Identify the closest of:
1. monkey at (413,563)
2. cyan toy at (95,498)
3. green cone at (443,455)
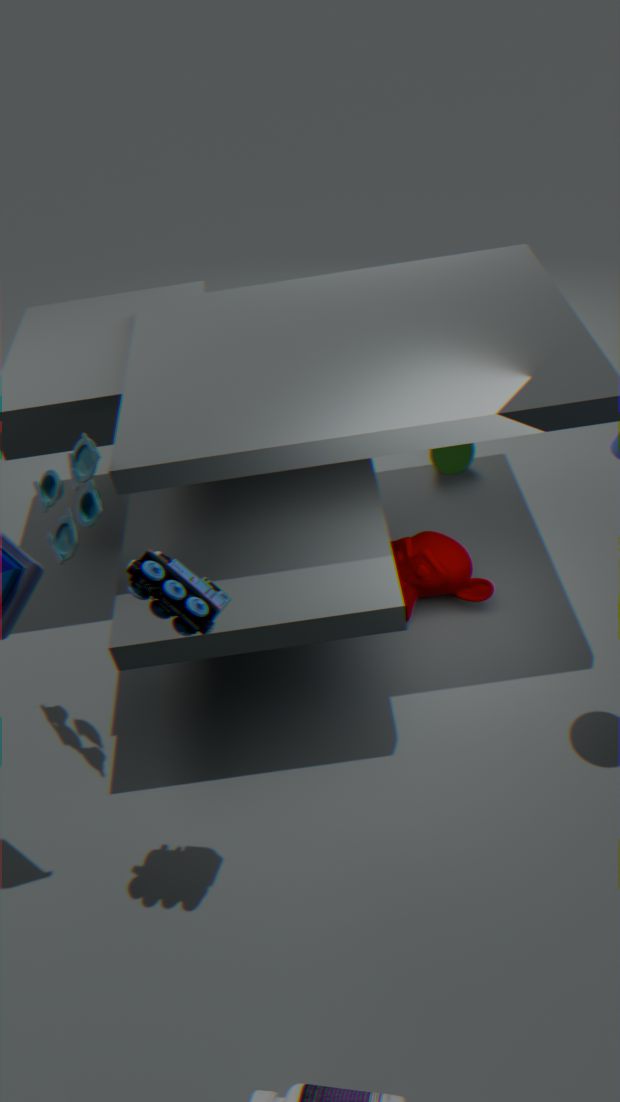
cyan toy at (95,498)
